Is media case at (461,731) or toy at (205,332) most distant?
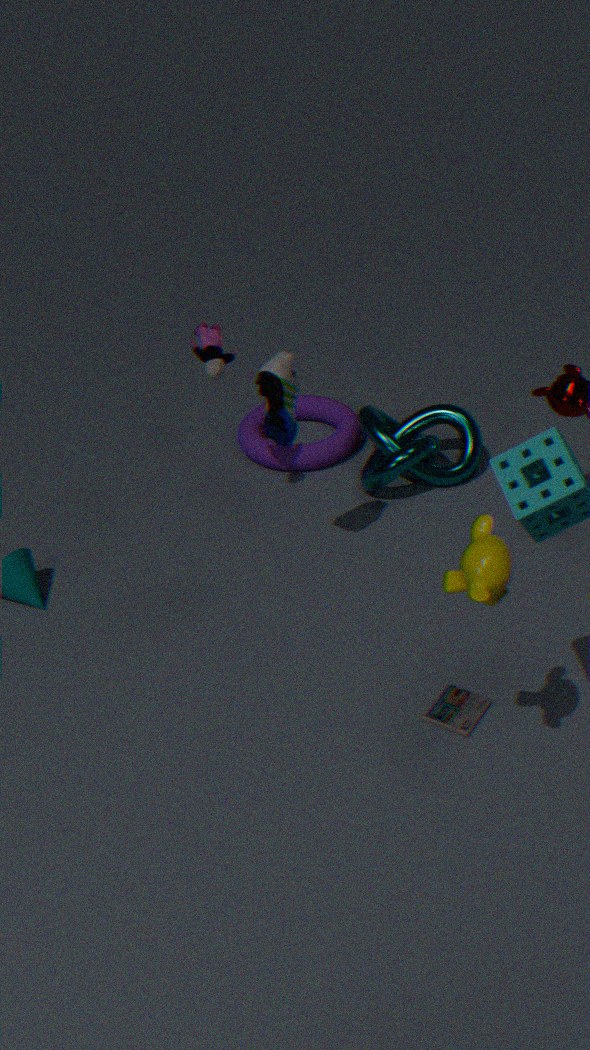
toy at (205,332)
